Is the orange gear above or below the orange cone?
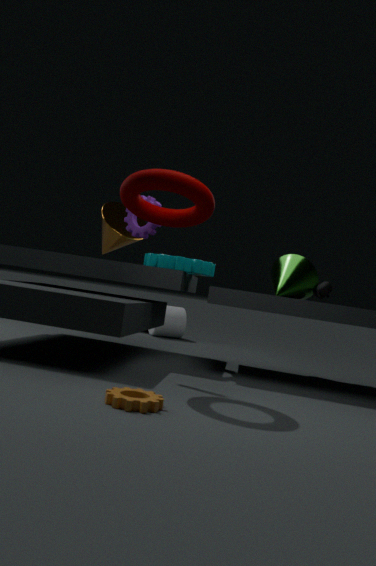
below
